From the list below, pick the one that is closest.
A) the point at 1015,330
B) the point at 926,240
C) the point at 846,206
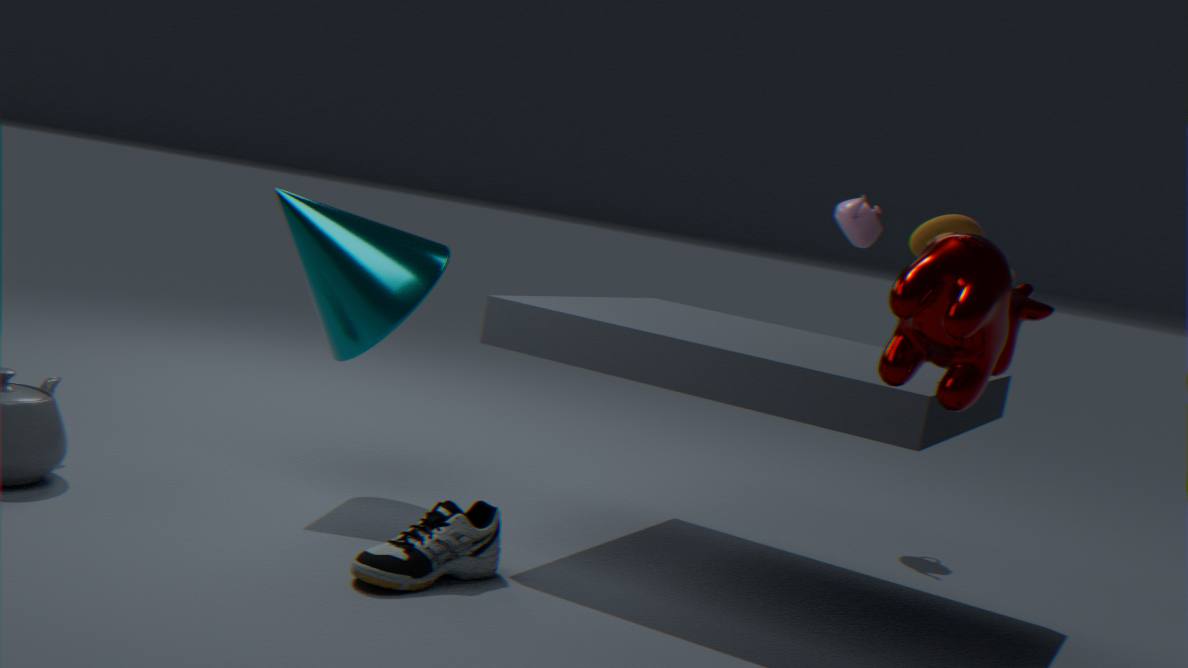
the point at 1015,330
